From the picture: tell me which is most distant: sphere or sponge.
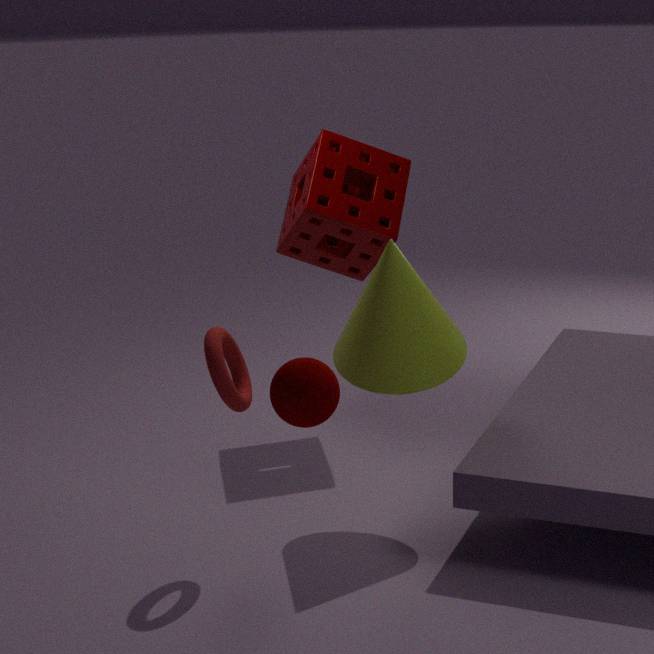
sponge
